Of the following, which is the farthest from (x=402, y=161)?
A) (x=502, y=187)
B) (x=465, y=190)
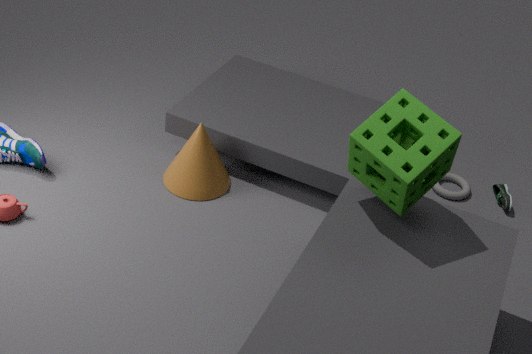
(x=502, y=187)
